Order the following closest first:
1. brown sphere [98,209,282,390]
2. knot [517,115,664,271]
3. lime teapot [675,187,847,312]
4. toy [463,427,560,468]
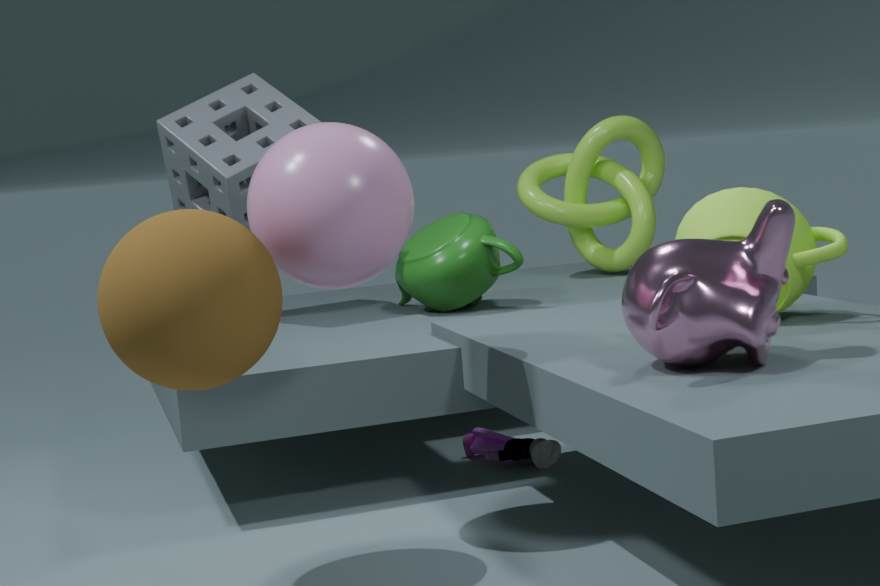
brown sphere [98,209,282,390], lime teapot [675,187,847,312], toy [463,427,560,468], knot [517,115,664,271]
